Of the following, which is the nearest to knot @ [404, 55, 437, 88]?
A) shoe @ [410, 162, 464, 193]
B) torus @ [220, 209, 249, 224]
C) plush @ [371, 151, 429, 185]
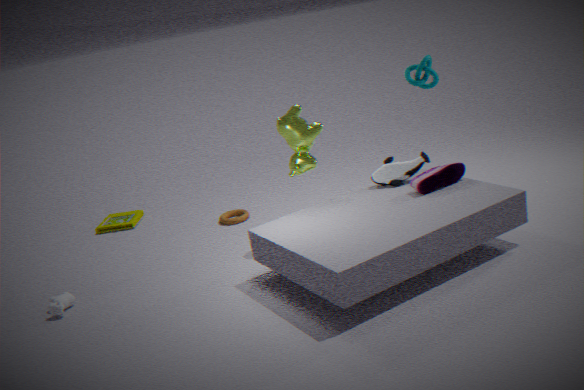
plush @ [371, 151, 429, 185]
